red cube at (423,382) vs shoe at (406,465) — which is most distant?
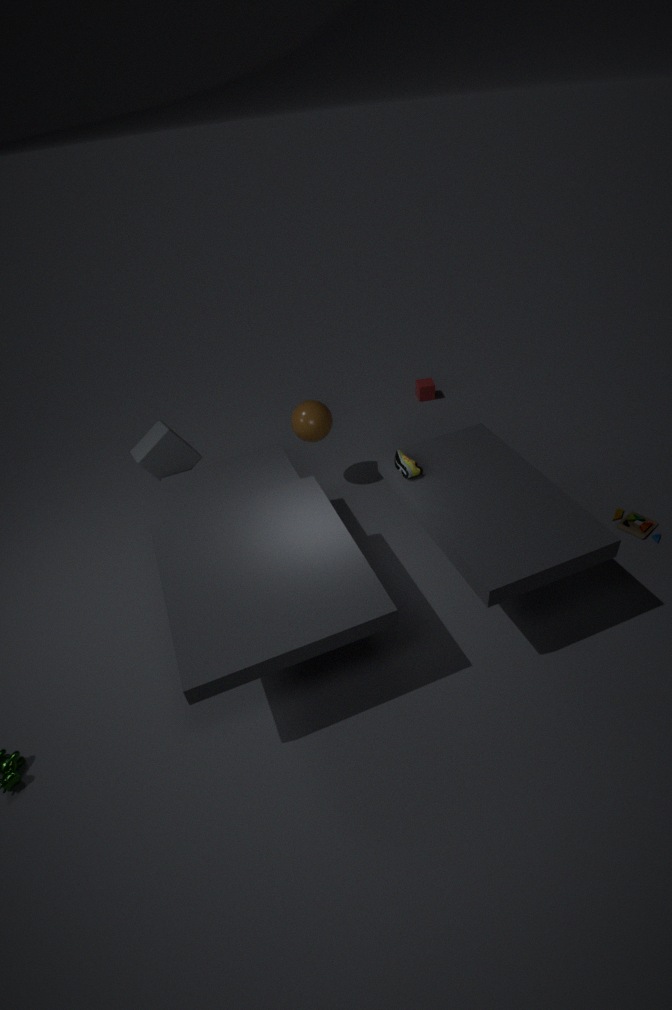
red cube at (423,382)
